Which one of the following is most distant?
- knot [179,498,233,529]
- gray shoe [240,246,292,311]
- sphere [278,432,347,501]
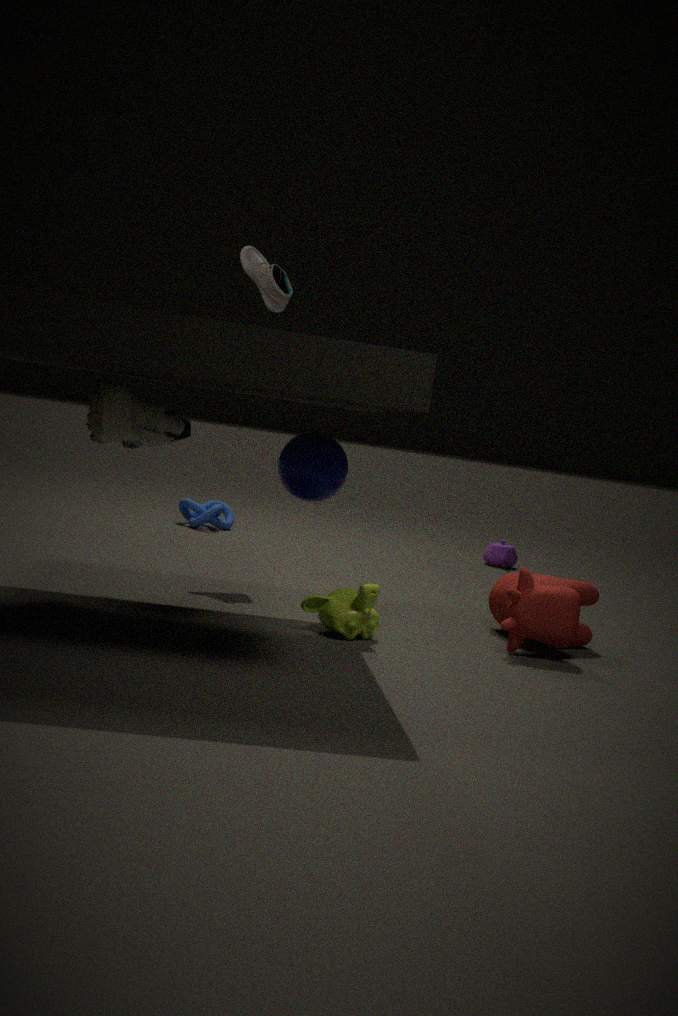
knot [179,498,233,529]
